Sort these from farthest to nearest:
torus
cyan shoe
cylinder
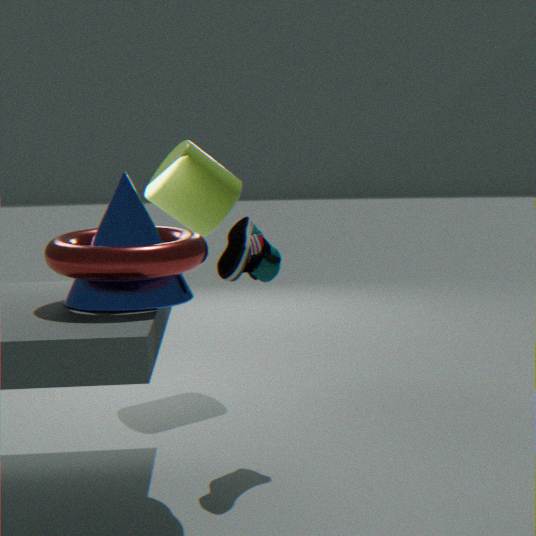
cylinder → cyan shoe → torus
